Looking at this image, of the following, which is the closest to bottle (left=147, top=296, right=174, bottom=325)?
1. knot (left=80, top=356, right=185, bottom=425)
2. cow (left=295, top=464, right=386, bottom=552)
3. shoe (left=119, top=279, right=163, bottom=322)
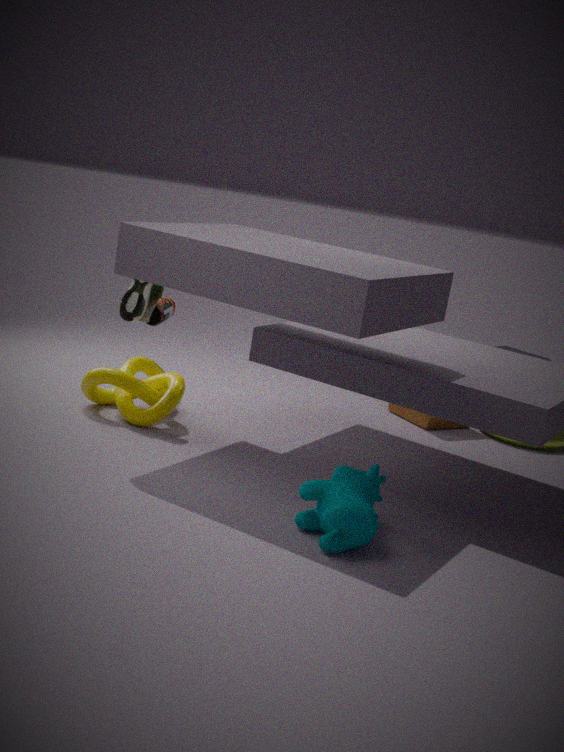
knot (left=80, top=356, right=185, bottom=425)
